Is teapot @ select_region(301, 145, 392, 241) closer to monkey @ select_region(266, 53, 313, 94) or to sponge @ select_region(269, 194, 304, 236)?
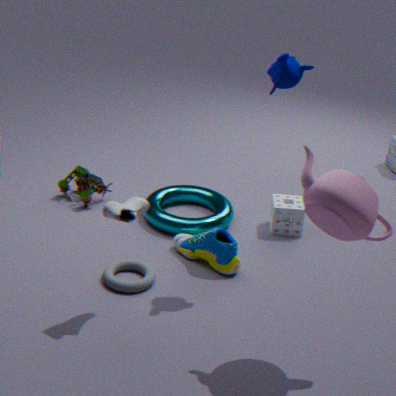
monkey @ select_region(266, 53, 313, 94)
